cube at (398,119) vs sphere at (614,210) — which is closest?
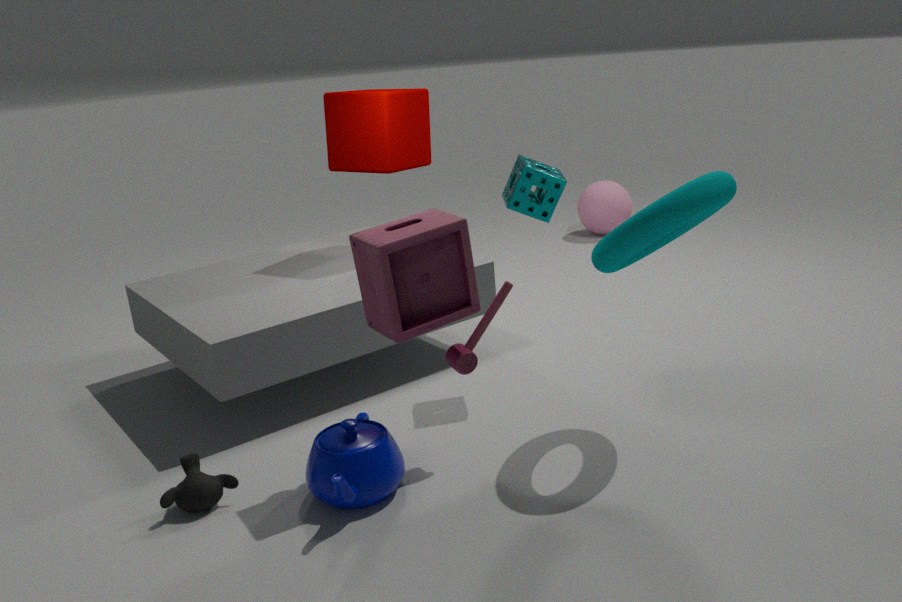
cube at (398,119)
